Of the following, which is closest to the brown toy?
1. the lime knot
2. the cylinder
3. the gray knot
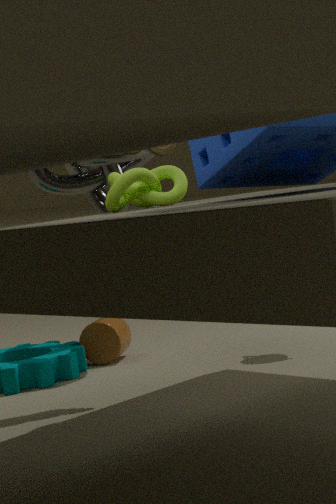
the lime knot
